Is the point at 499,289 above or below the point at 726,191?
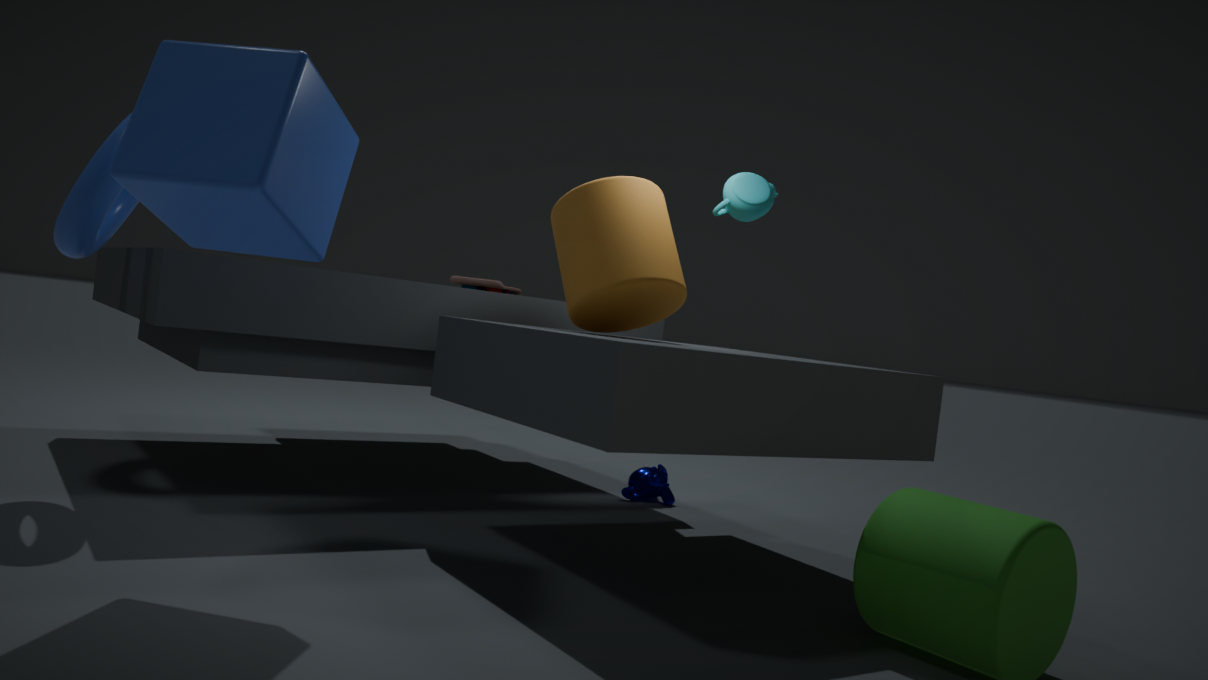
below
